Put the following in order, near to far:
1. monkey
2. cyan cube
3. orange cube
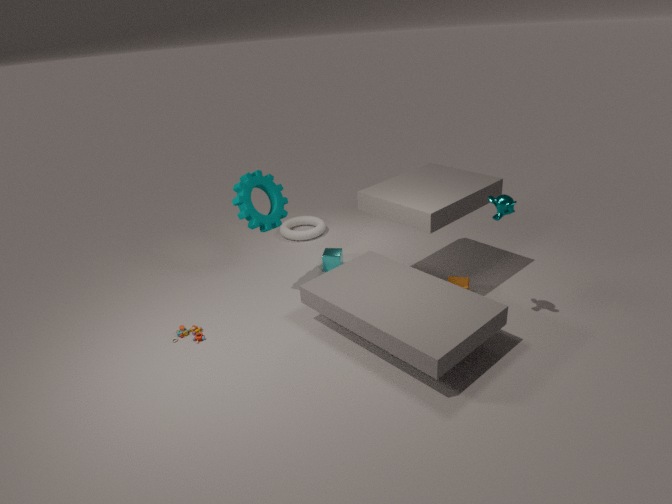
monkey < orange cube < cyan cube
